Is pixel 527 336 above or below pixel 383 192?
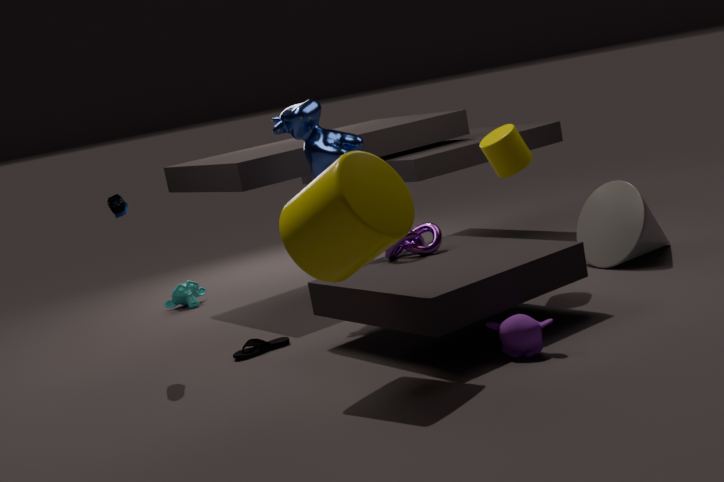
below
